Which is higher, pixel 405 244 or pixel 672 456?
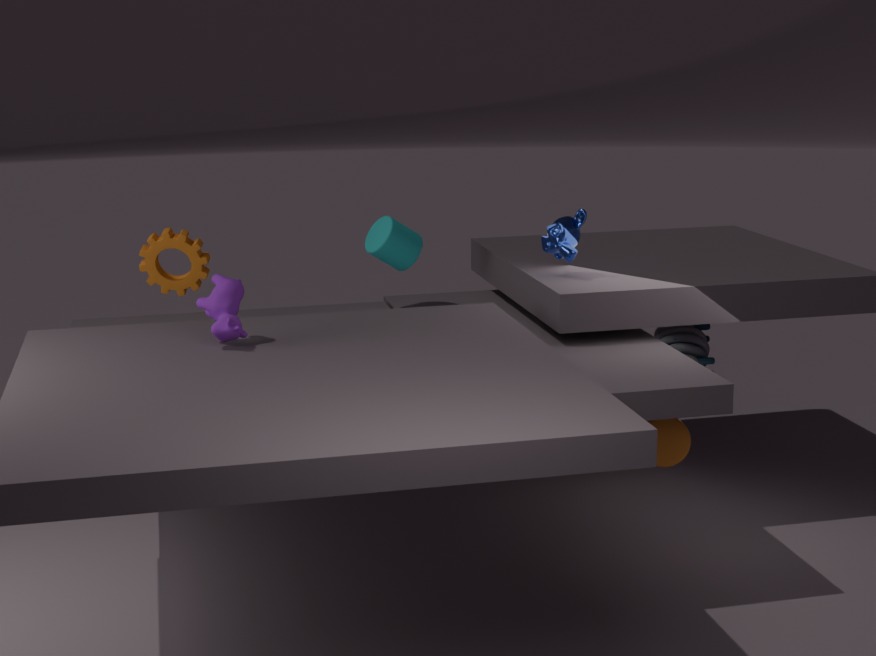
pixel 405 244
